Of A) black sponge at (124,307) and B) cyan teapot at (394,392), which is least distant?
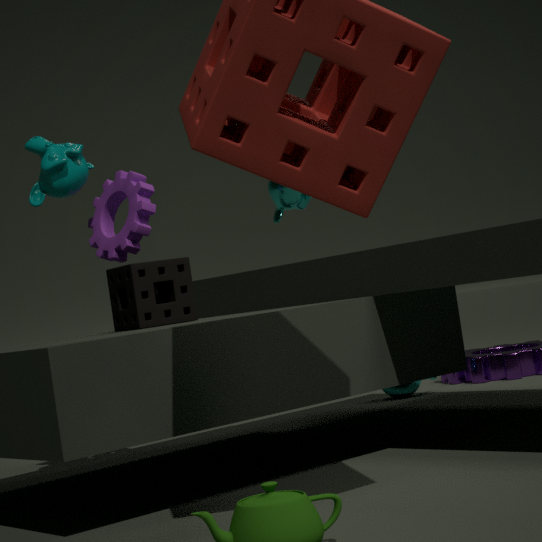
A. black sponge at (124,307)
